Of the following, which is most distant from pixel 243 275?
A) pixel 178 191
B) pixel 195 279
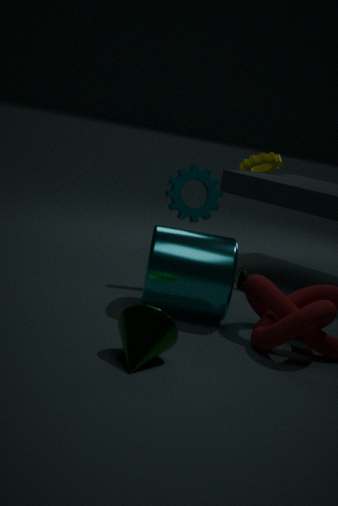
pixel 195 279
